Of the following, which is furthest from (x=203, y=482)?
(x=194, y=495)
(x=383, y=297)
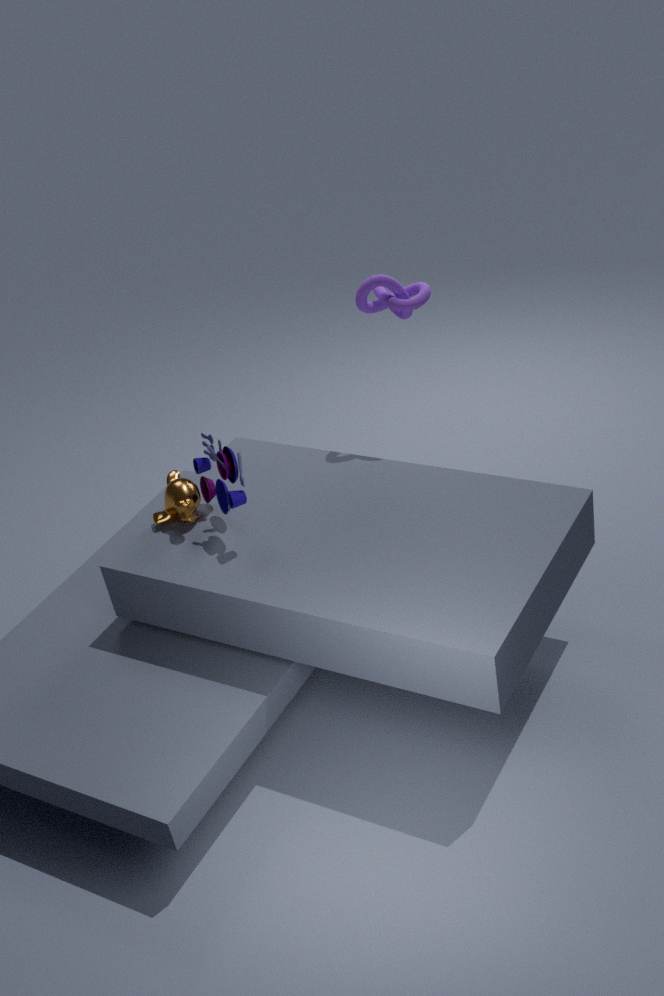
(x=383, y=297)
